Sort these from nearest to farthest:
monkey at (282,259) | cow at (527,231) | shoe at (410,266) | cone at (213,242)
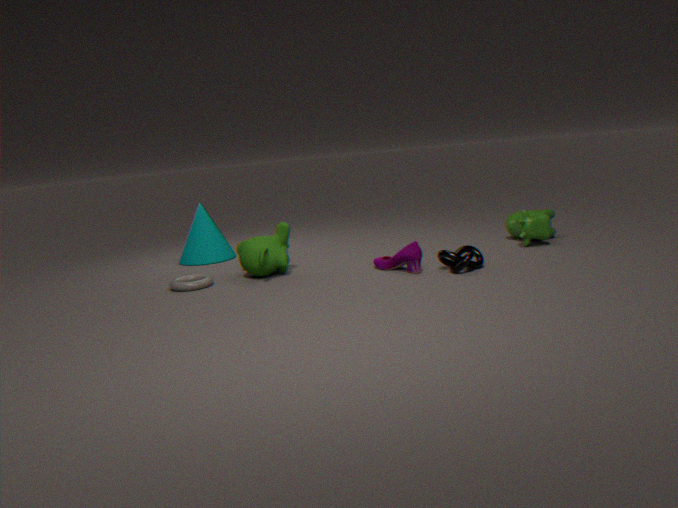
shoe at (410,266), monkey at (282,259), cow at (527,231), cone at (213,242)
